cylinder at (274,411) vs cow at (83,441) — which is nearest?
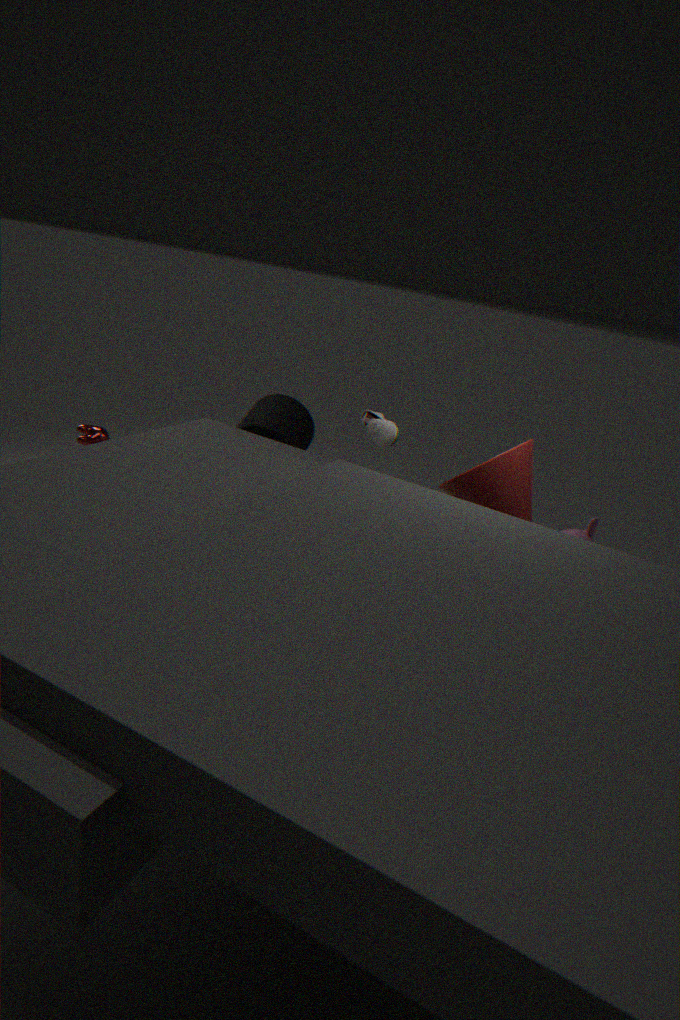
cow at (83,441)
